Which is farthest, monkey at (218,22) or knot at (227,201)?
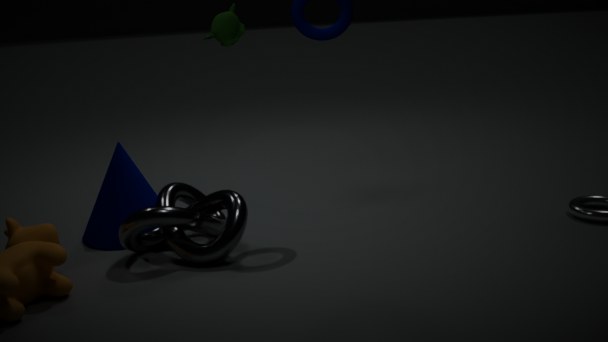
monkey at (218,22)
